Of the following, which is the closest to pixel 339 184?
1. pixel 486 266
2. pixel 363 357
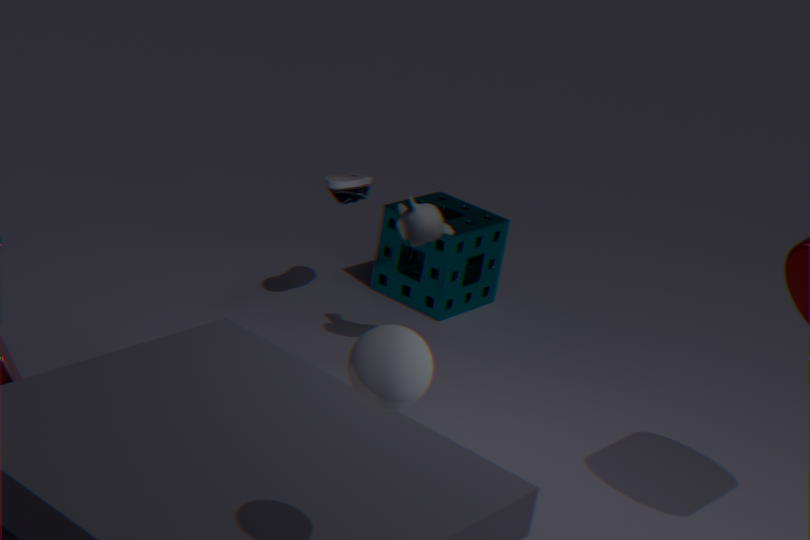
pixel 486 266
